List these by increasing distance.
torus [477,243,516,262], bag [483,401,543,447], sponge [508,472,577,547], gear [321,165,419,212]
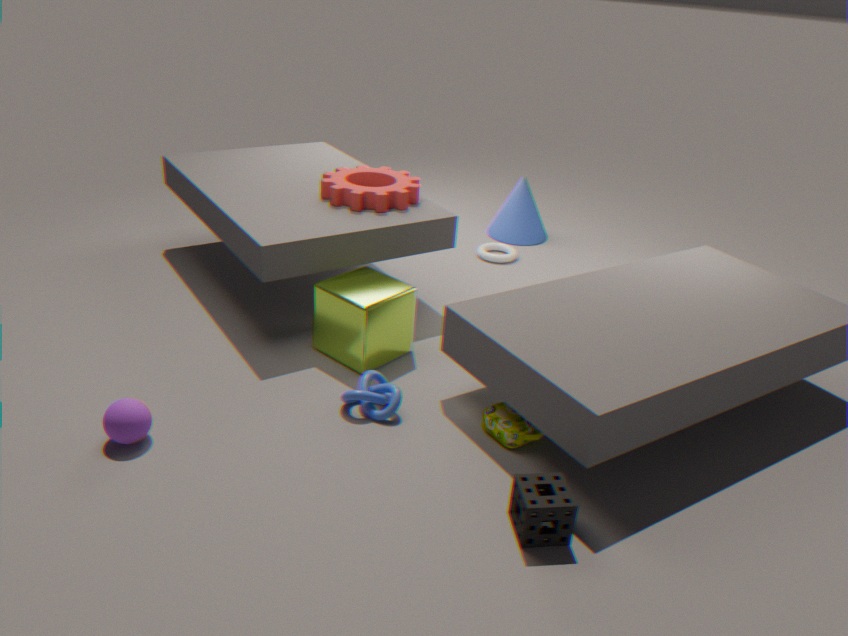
sponge [508,472,577,547], bag [483,401,543,447], gear [321,165,419,212], torus [477,243,516,262]
